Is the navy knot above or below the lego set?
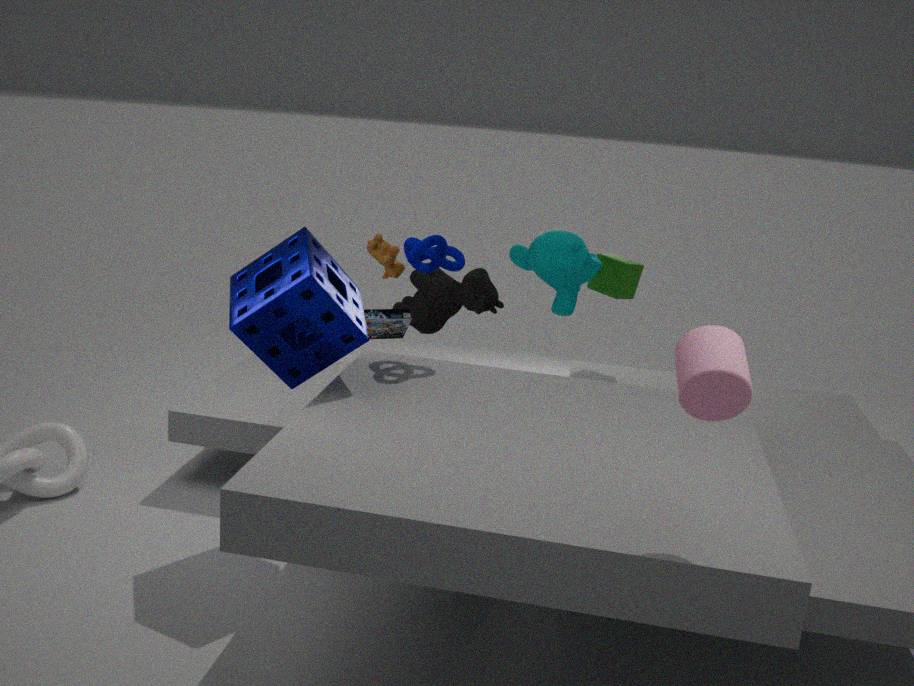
above
